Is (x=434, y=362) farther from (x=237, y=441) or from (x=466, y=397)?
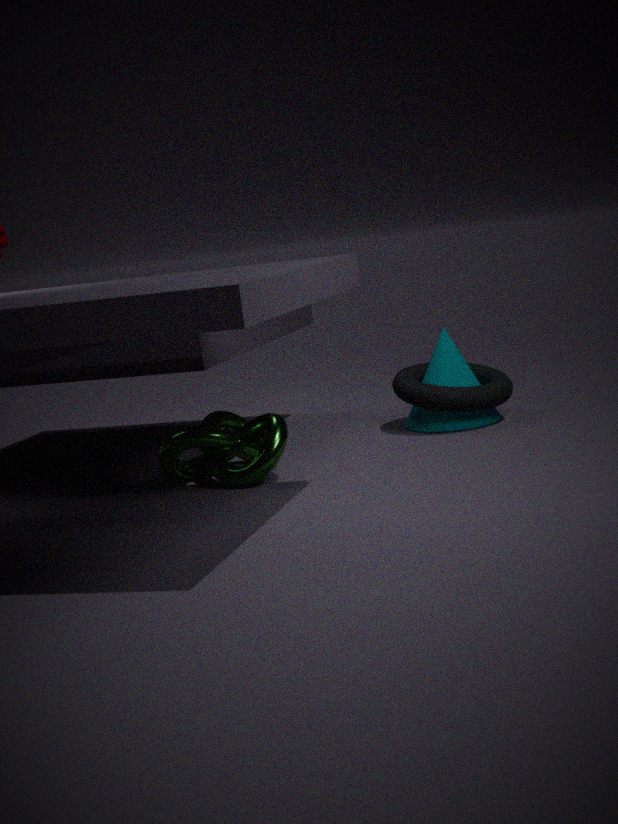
(x=237, y=441)
